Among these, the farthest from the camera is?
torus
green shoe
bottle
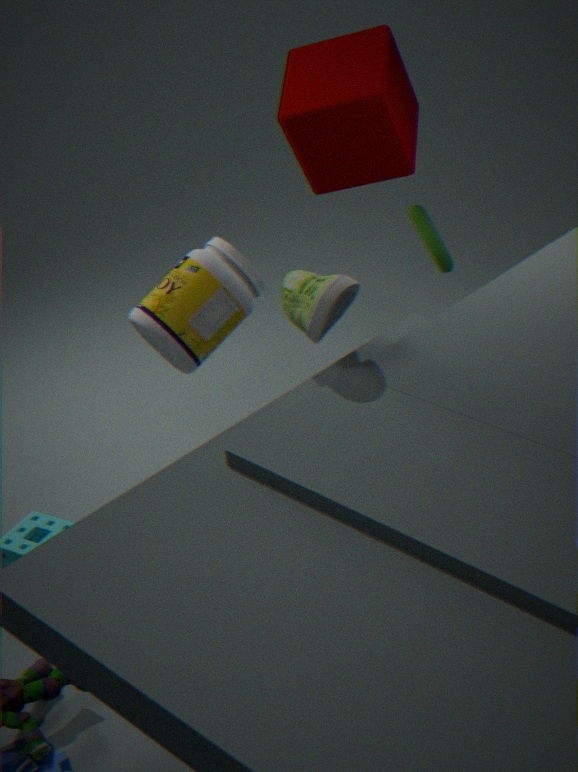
torus
